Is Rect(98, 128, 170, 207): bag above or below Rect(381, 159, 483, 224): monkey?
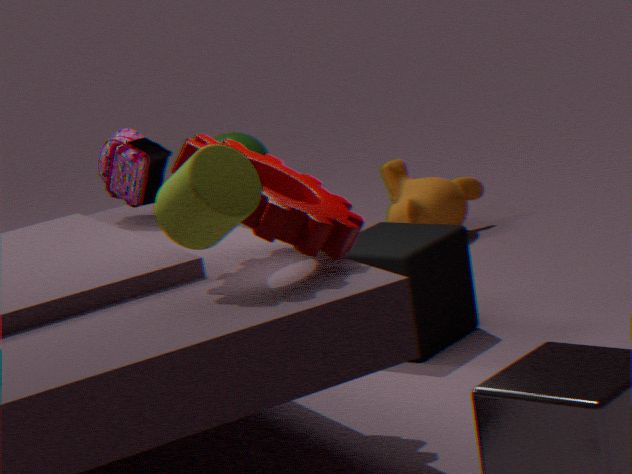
above
